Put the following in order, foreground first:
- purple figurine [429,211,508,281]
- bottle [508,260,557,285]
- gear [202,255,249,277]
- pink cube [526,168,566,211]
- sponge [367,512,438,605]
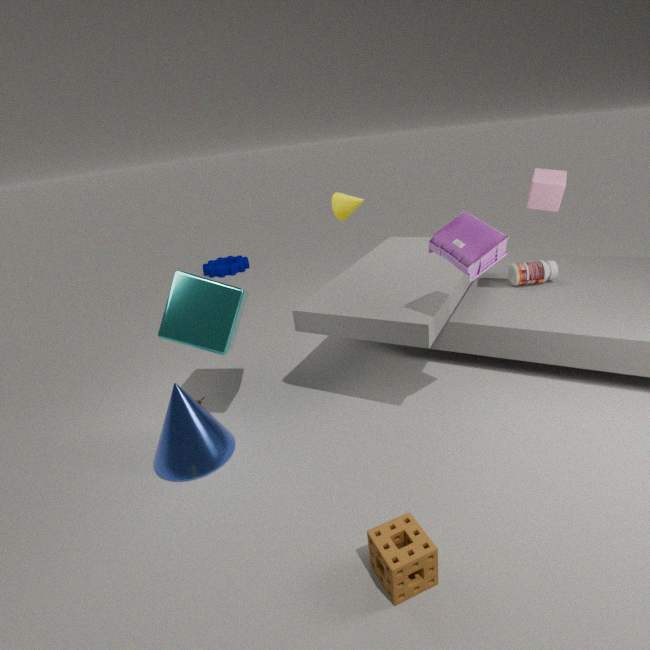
sponge [367,512,438,605] < purple figurine [429,211,508,281] < pink cube [526,168,566,211] < bottle [508,260,557,285] < gear [202,255,249,277]
